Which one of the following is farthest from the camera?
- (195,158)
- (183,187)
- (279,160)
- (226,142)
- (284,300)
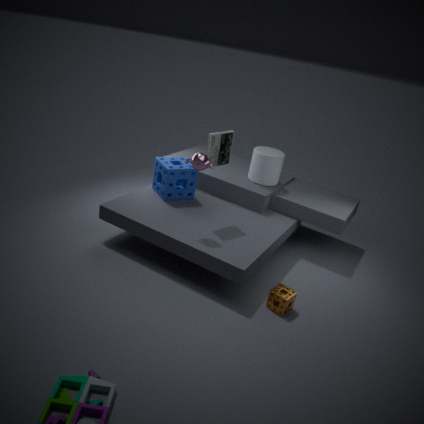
(279,160)
